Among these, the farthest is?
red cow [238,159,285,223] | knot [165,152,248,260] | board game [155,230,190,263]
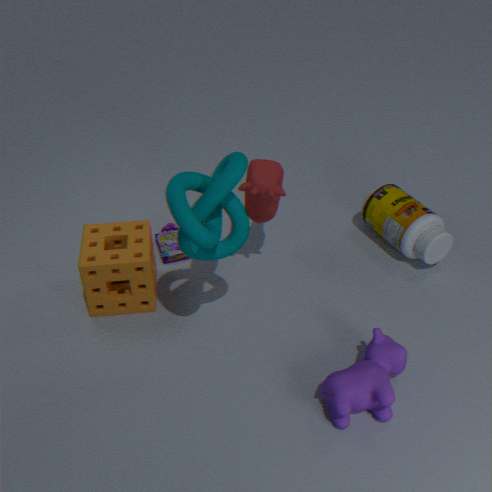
board game [155,230,190,263]
